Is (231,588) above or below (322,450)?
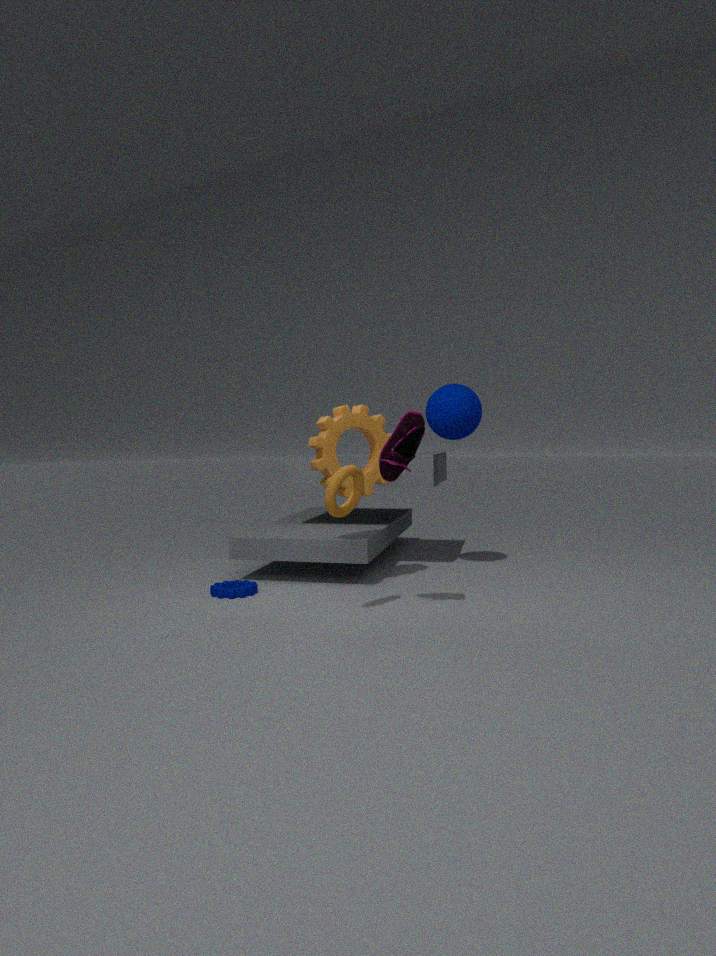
below
